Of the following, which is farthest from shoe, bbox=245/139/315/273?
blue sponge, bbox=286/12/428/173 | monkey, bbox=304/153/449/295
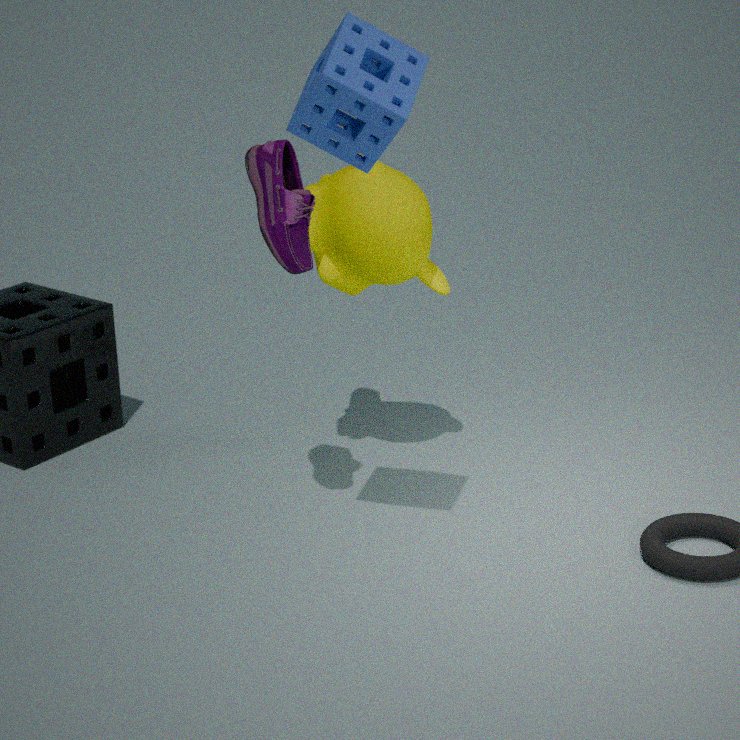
blue sponge, bbox=286/12/428/173
